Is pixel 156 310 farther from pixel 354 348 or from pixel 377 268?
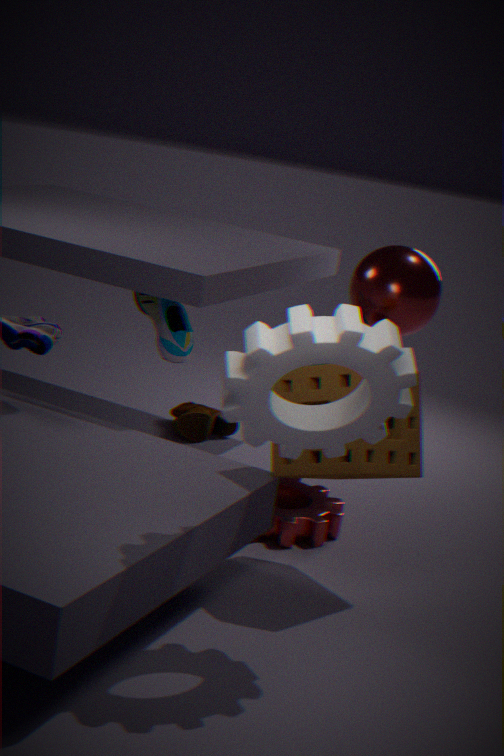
pixel 354 348
